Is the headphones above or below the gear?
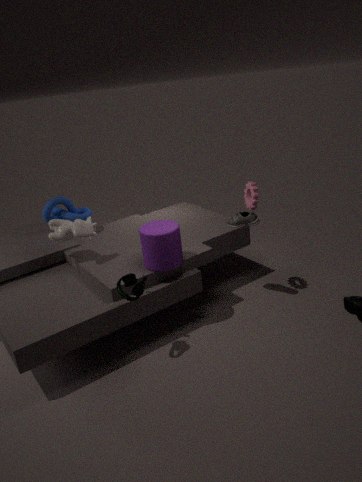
below
